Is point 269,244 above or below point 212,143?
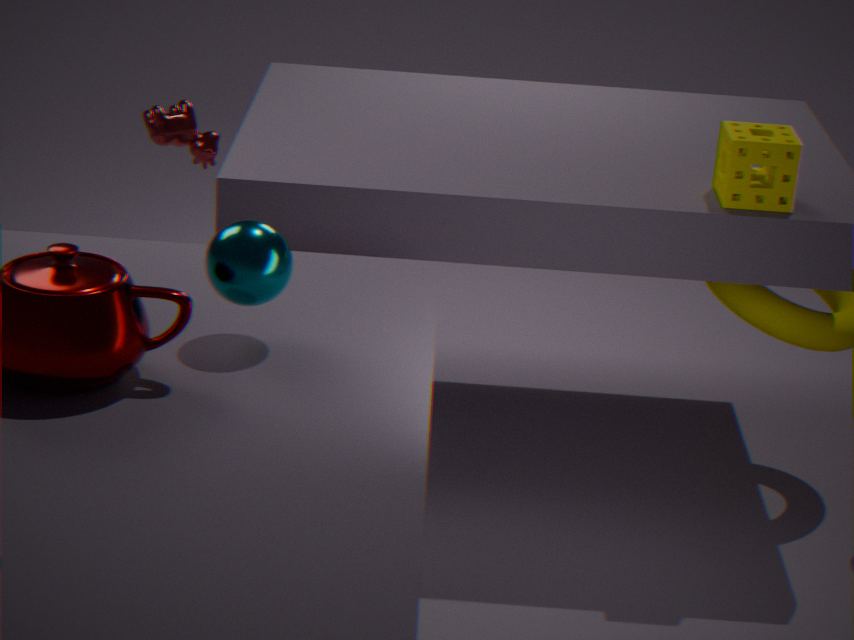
above
